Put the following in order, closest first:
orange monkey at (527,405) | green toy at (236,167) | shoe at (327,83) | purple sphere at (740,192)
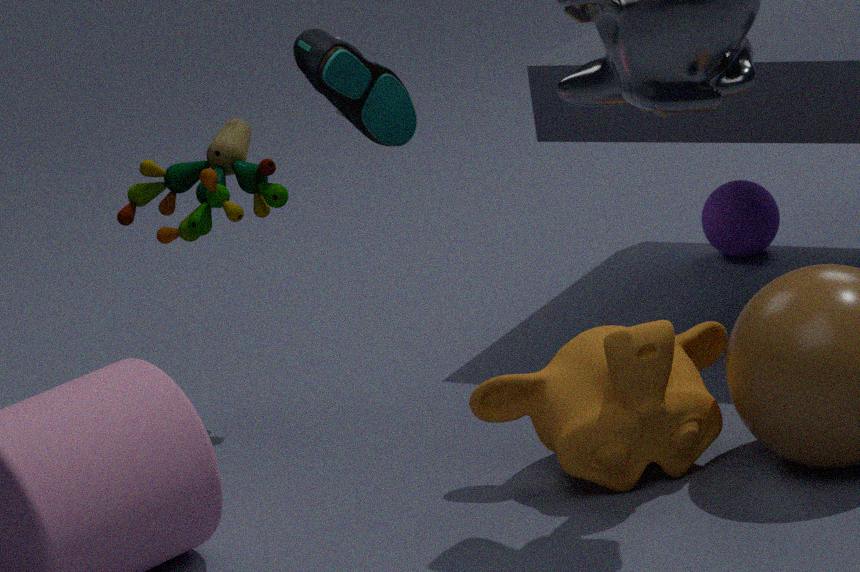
1. shoe at (327,83)
2. orange monkey at (527,405)
3. green toy at (236,167)
4. purple sphere at (740,192)
